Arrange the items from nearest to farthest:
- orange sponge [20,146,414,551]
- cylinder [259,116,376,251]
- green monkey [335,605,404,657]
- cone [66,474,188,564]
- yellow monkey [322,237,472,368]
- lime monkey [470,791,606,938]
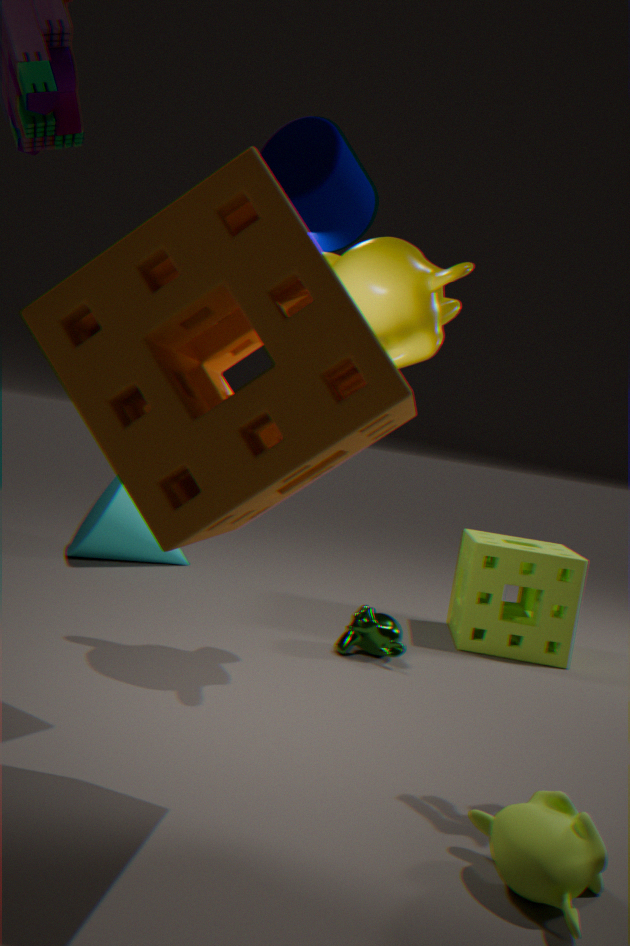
orange sponge [20,146,414,551]
lime monkey [470,791,606,938]
cylinder [259,116,376,251]
yellow monkey [322,237,472,368]
green monkey [335,605,404,657]
cone [66,474,188,564]
